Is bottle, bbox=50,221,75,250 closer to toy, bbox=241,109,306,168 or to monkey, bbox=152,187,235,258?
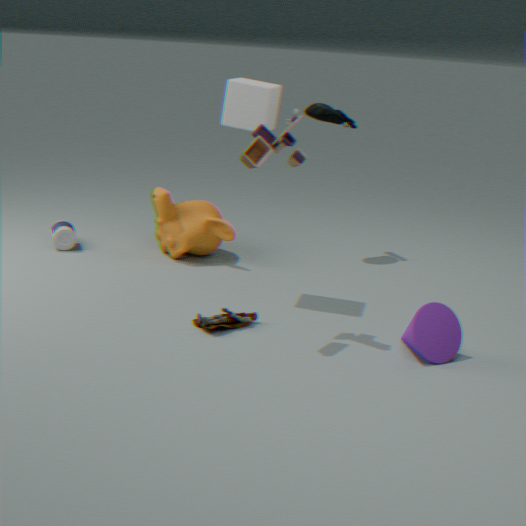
monkey, bbox=152,187,235,258
